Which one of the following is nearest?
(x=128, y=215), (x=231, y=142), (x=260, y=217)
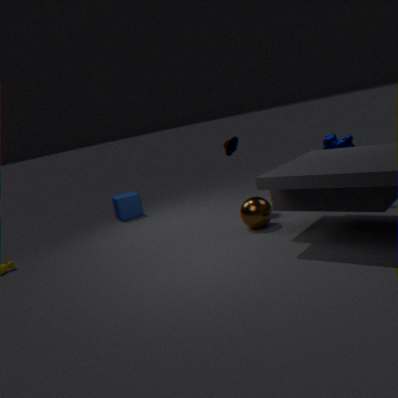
(x=260, y=217)
